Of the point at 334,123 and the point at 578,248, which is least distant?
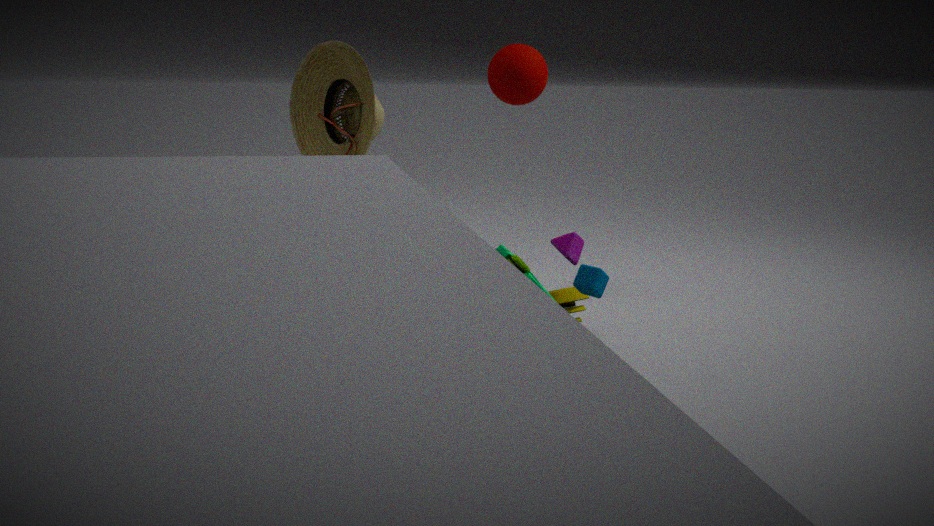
the point at 578,248
